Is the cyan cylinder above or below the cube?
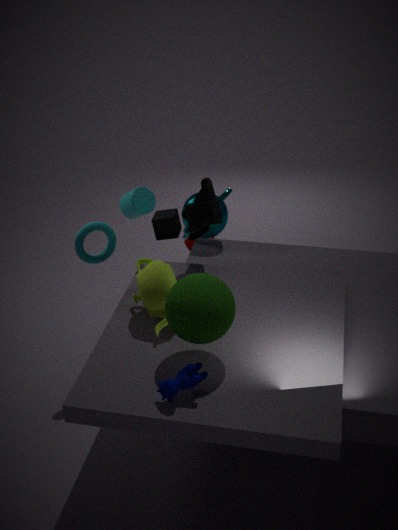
above
